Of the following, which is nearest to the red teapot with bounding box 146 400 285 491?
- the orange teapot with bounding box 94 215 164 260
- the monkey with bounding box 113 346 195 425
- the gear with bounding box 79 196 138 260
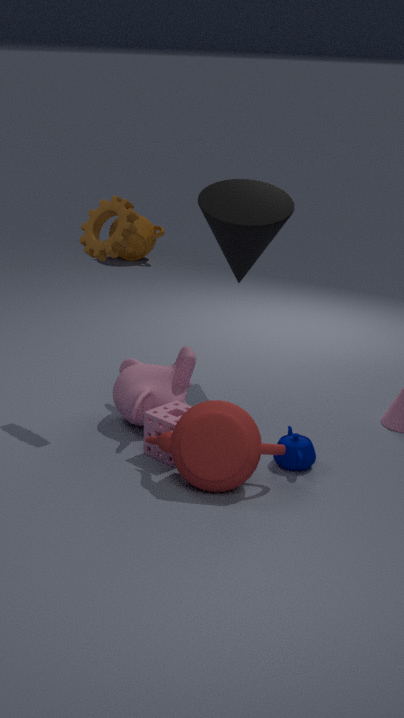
the monkey with bounding box 113 346 195 425
